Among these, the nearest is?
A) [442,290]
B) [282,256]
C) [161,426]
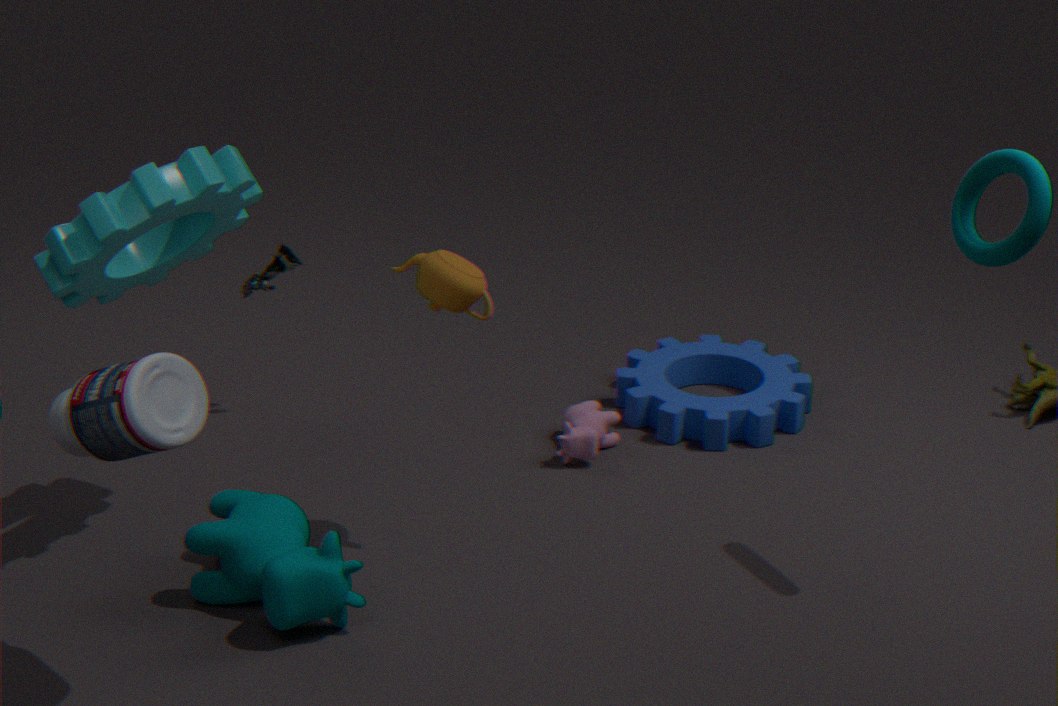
[161,426]
